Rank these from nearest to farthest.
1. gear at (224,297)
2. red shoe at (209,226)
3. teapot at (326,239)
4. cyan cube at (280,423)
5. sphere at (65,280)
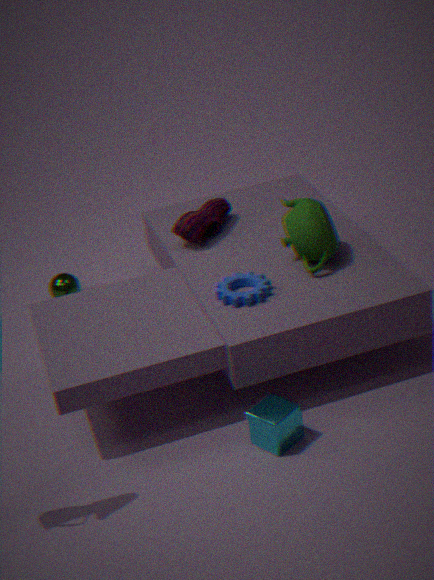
cyan cube at (280,423) → gear at (224,297) → teapot at (326,239) → red shoe at (209,226) → sphere at (65,280)
